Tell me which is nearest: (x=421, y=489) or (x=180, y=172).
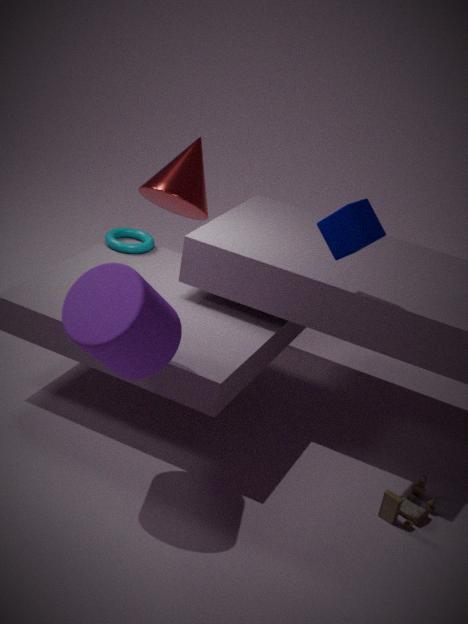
(x=421, y=489)
